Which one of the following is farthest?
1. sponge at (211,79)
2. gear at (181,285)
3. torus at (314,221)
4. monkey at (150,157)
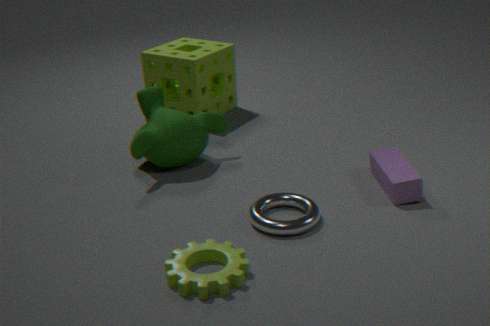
sponge at (211,79)
